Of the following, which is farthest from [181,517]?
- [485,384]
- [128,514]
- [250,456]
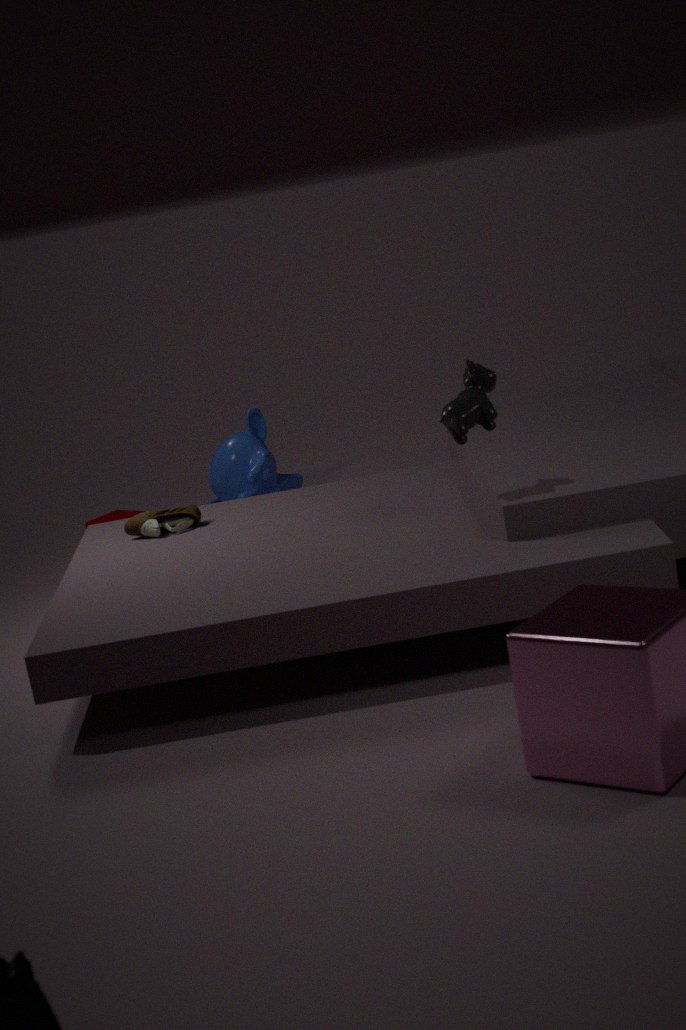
[250,456]
